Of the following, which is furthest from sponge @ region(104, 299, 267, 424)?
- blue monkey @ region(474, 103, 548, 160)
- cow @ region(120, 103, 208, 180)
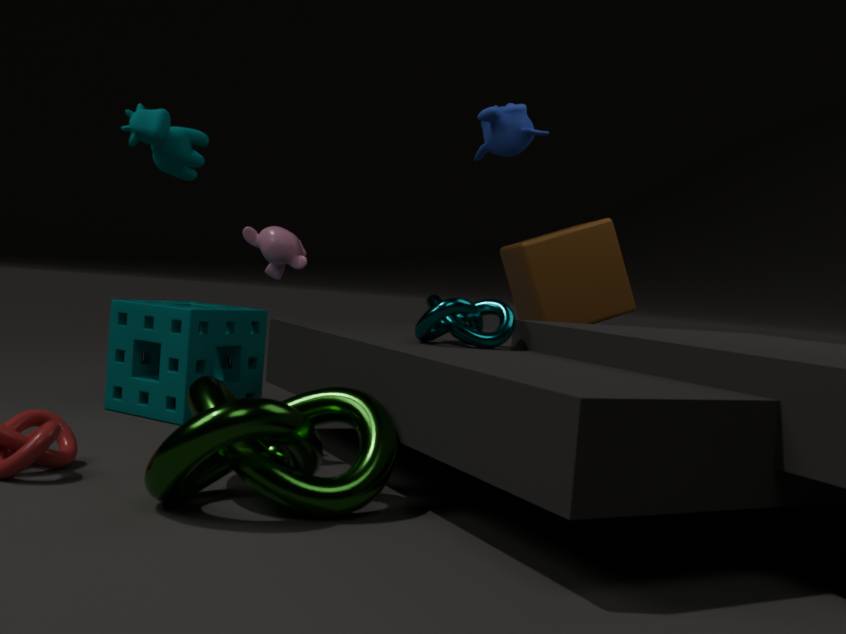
blue monkey @ region(474, 103, 548, 160)
